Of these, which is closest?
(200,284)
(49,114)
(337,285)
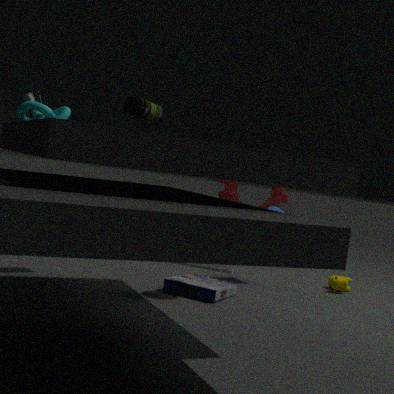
(49,114)
